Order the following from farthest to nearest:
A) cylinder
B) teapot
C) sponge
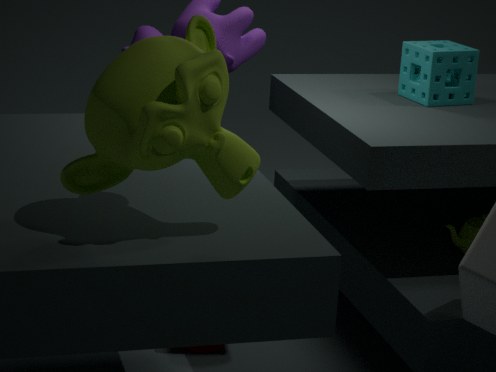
sponge < cylinder < teapot
